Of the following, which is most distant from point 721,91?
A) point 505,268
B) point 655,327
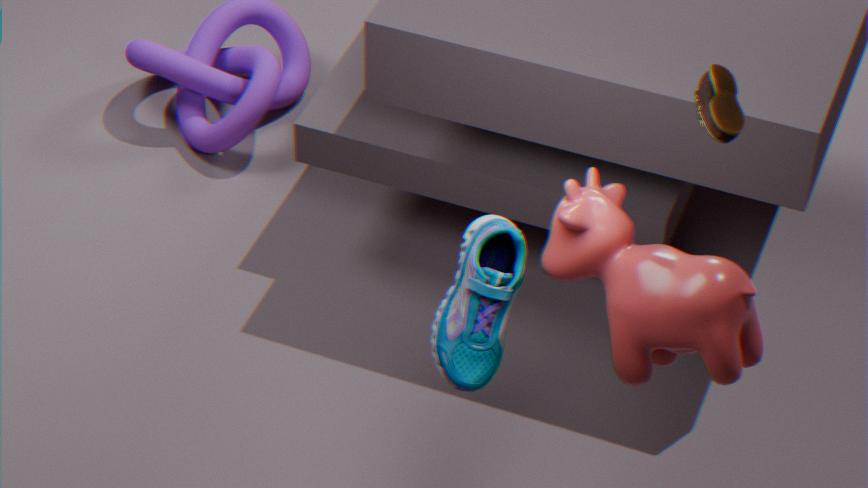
point 505,268
